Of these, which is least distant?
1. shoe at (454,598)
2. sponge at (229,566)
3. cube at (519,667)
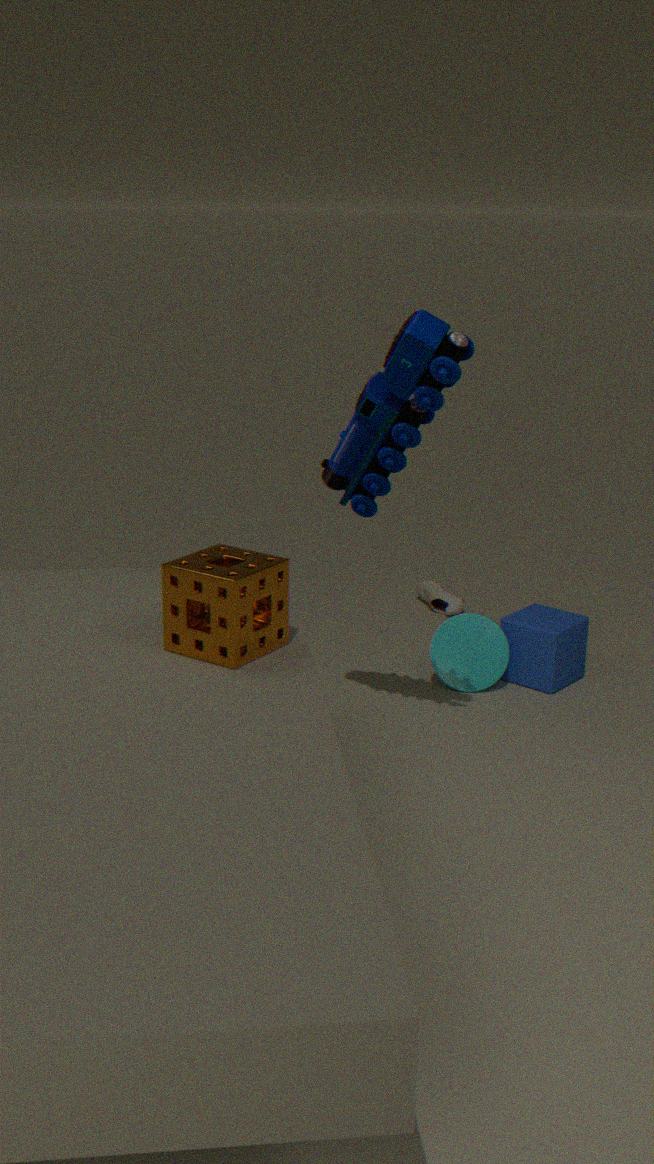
sponge at (229,566)
